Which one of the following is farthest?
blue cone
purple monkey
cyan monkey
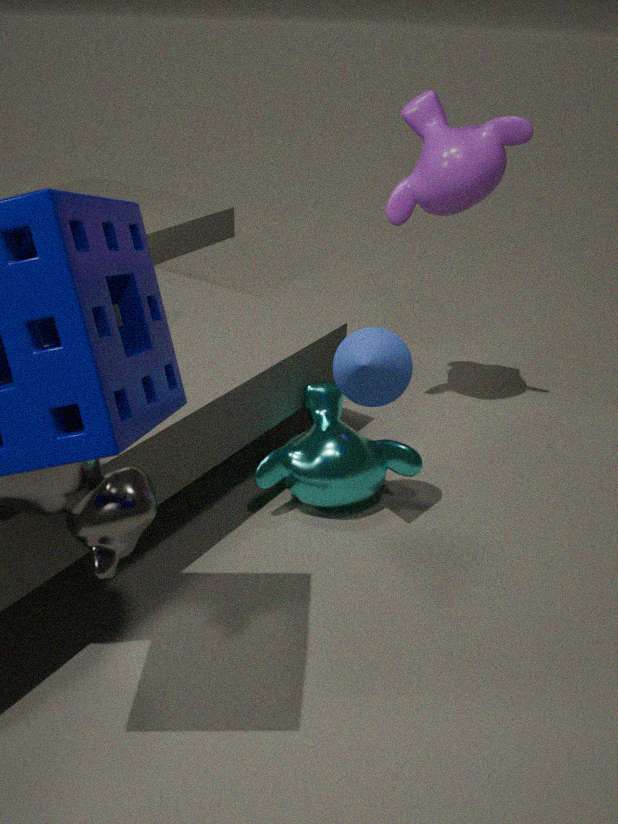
purple monkey
